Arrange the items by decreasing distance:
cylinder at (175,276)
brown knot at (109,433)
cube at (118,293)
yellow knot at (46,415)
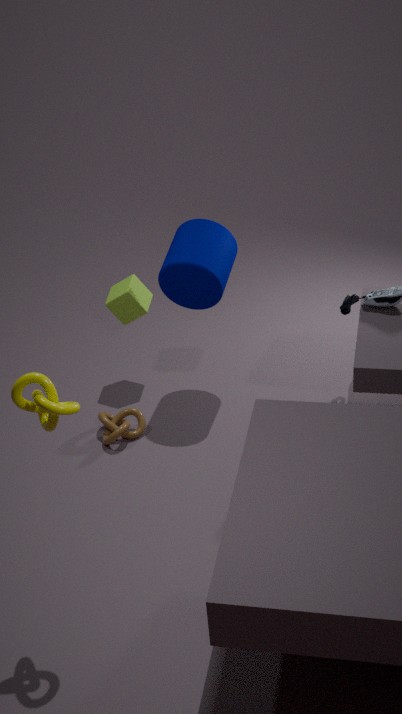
cube at (118,293) < brown knot at (109,433) < cylinder at (175,276) < yellow knot at (46,415)
